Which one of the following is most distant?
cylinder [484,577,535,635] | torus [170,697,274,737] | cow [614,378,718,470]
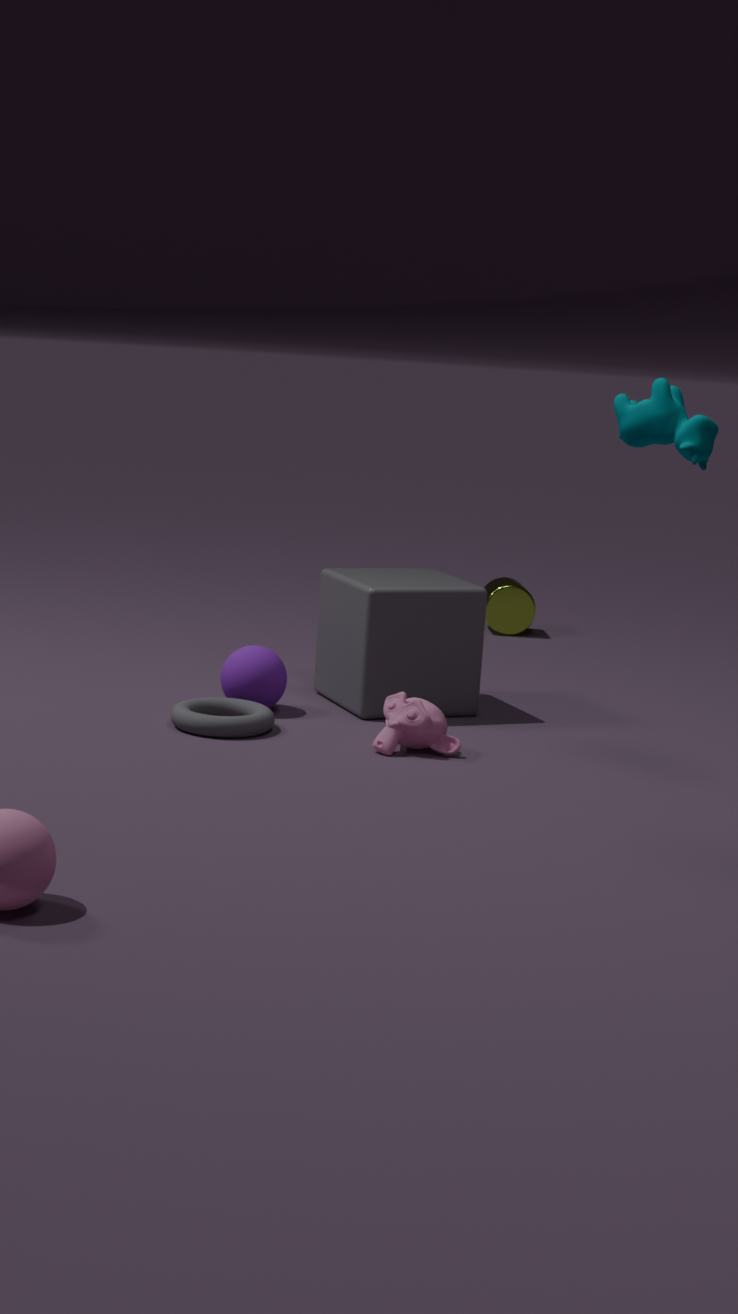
cylinder [484,577,535,635]
